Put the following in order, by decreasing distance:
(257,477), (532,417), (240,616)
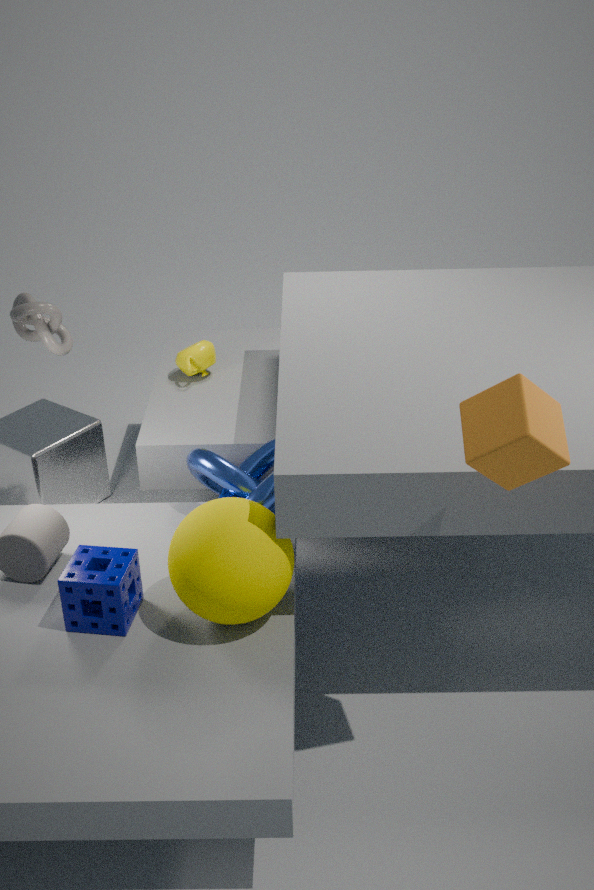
(257,477) < (240,616) < (532,417)
